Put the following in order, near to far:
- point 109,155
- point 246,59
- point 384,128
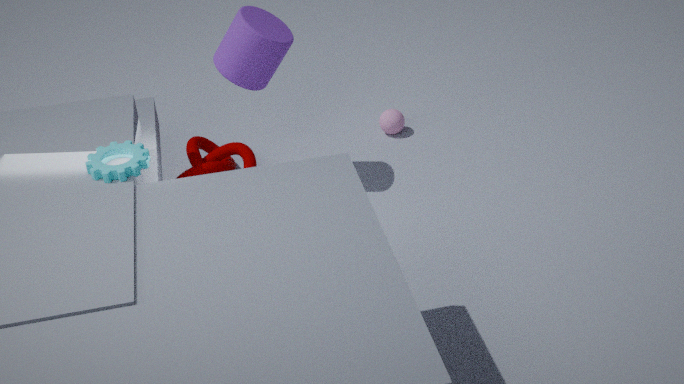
point 109,155 → point 246,59 → point 384,128
